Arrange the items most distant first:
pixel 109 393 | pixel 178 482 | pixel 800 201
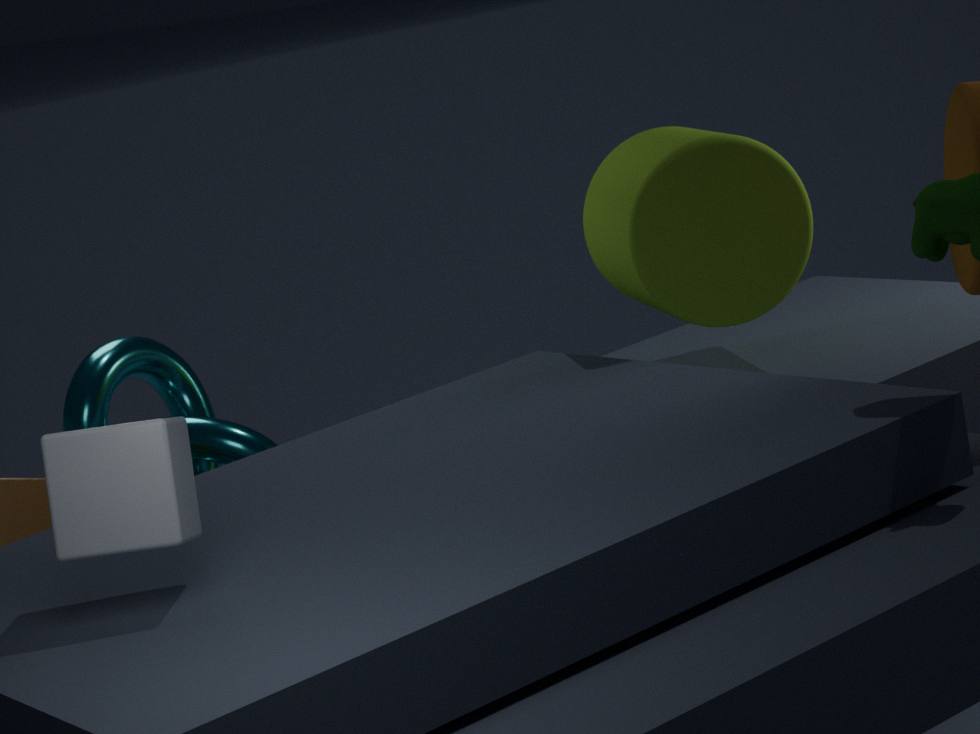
1. pixel 109 393
2. pixel 800 201
3. pixel 178 482
